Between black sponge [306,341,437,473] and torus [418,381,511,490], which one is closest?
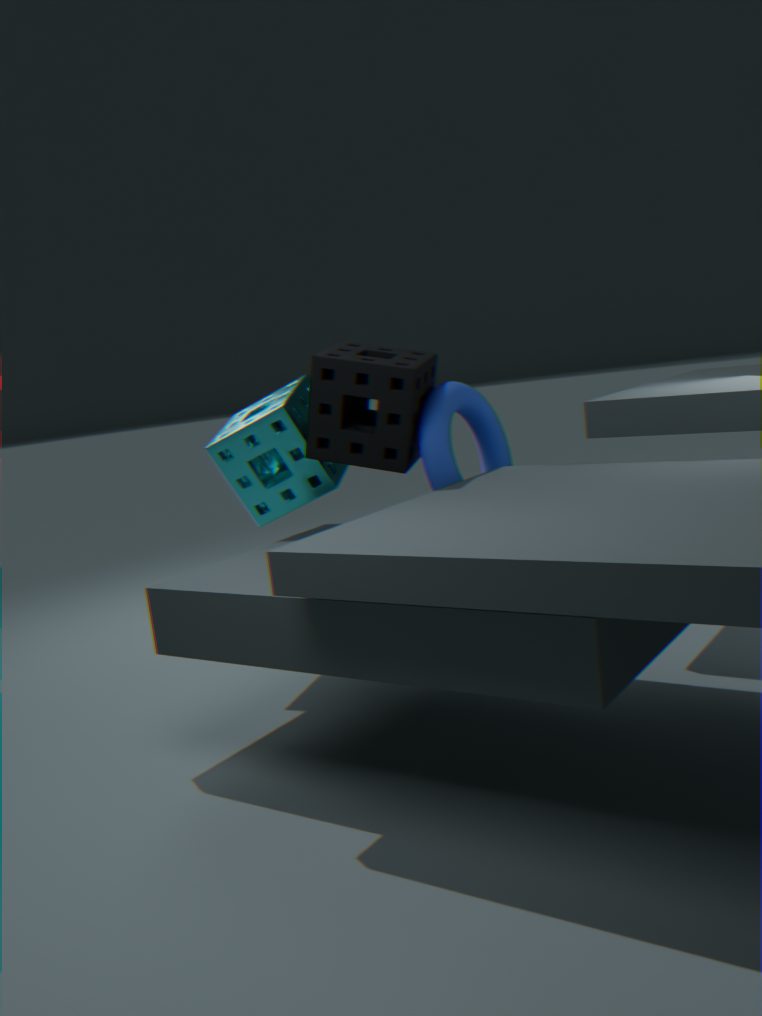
black sponge [306,341,437,473]
